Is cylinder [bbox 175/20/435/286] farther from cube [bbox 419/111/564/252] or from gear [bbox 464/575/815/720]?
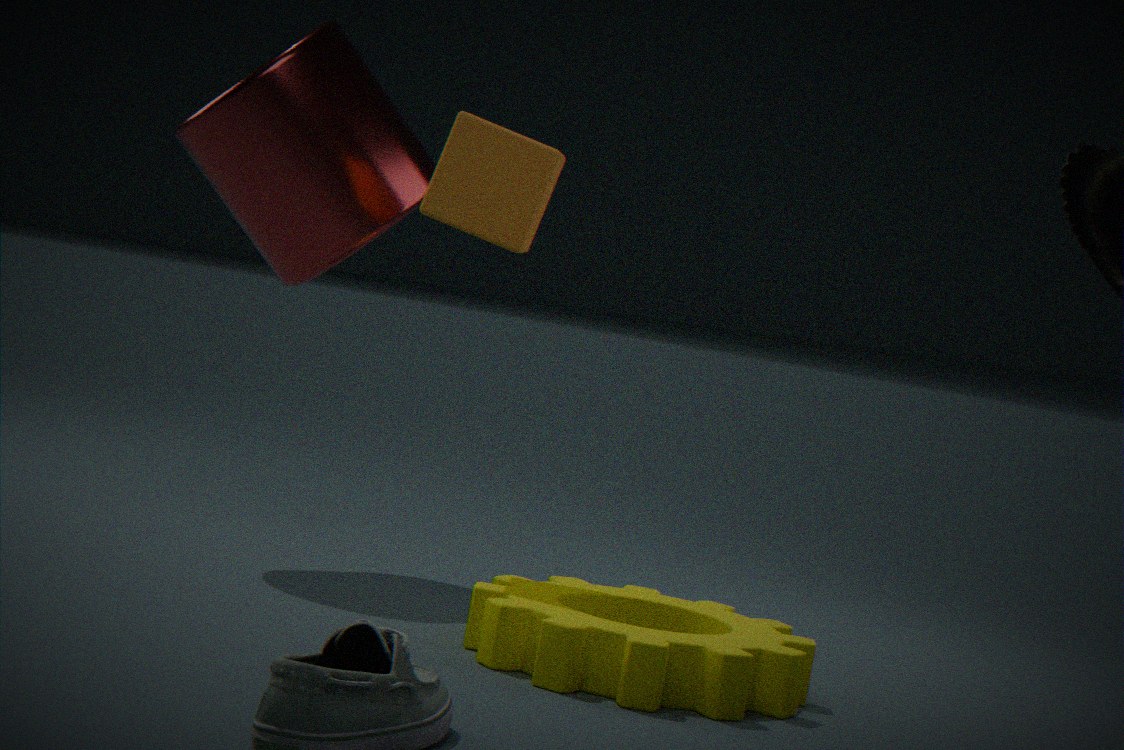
gear [bbox 464/575/815/720]
